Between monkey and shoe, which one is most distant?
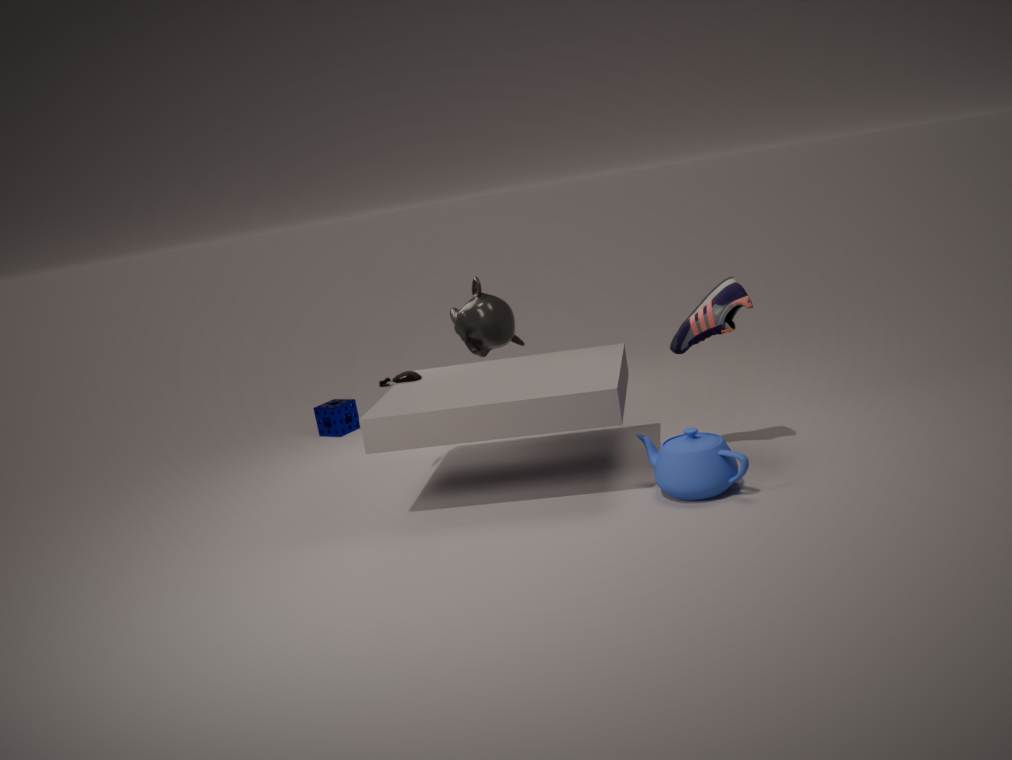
monkey
